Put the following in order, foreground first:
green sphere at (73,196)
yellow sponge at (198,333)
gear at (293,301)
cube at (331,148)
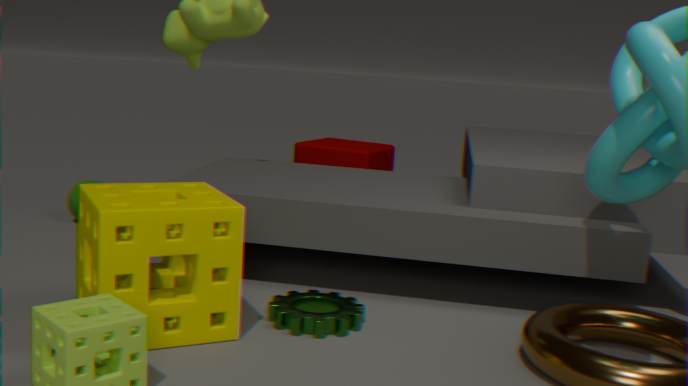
1. yellow sponge at (198,333)
2. gear at (293,301)
3. green sphere at (73,196)
4. cube at (331,148)
